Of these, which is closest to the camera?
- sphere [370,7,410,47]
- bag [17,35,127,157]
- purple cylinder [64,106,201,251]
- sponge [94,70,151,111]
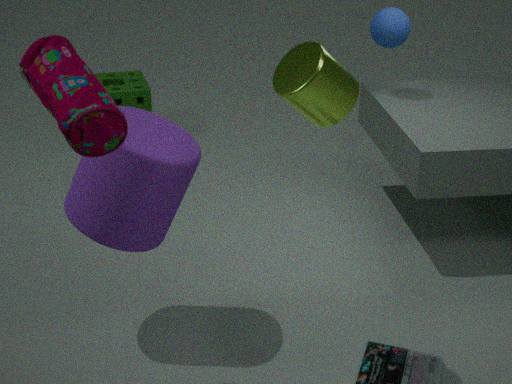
bag [17,35,127,157]
